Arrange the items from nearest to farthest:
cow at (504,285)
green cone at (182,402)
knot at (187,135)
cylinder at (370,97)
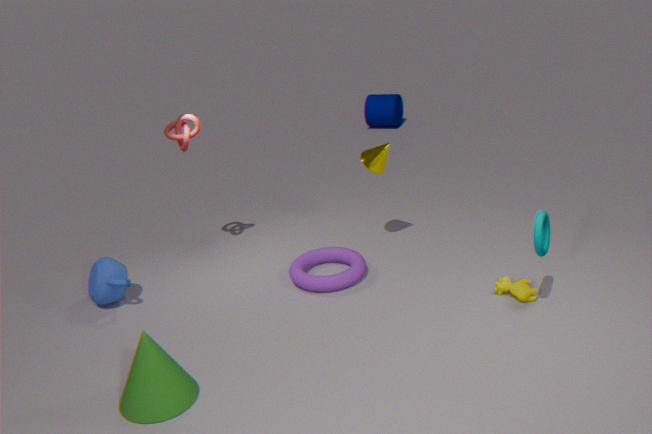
green cone at (182,402), cow at (504,285), knot at (187,135), cylinder at (370,97)
